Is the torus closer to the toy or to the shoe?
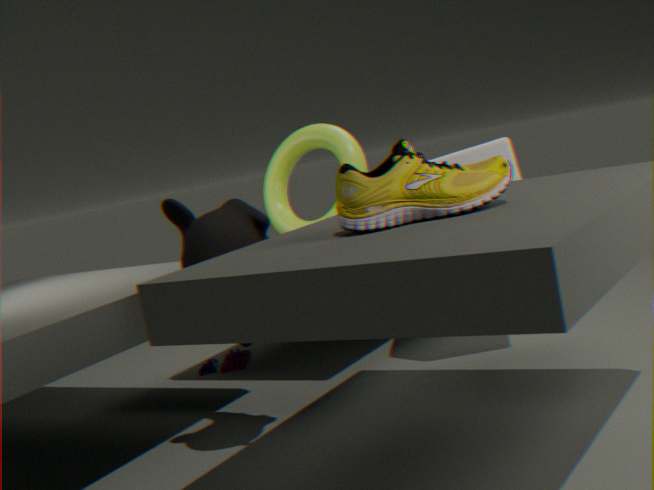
the toy
